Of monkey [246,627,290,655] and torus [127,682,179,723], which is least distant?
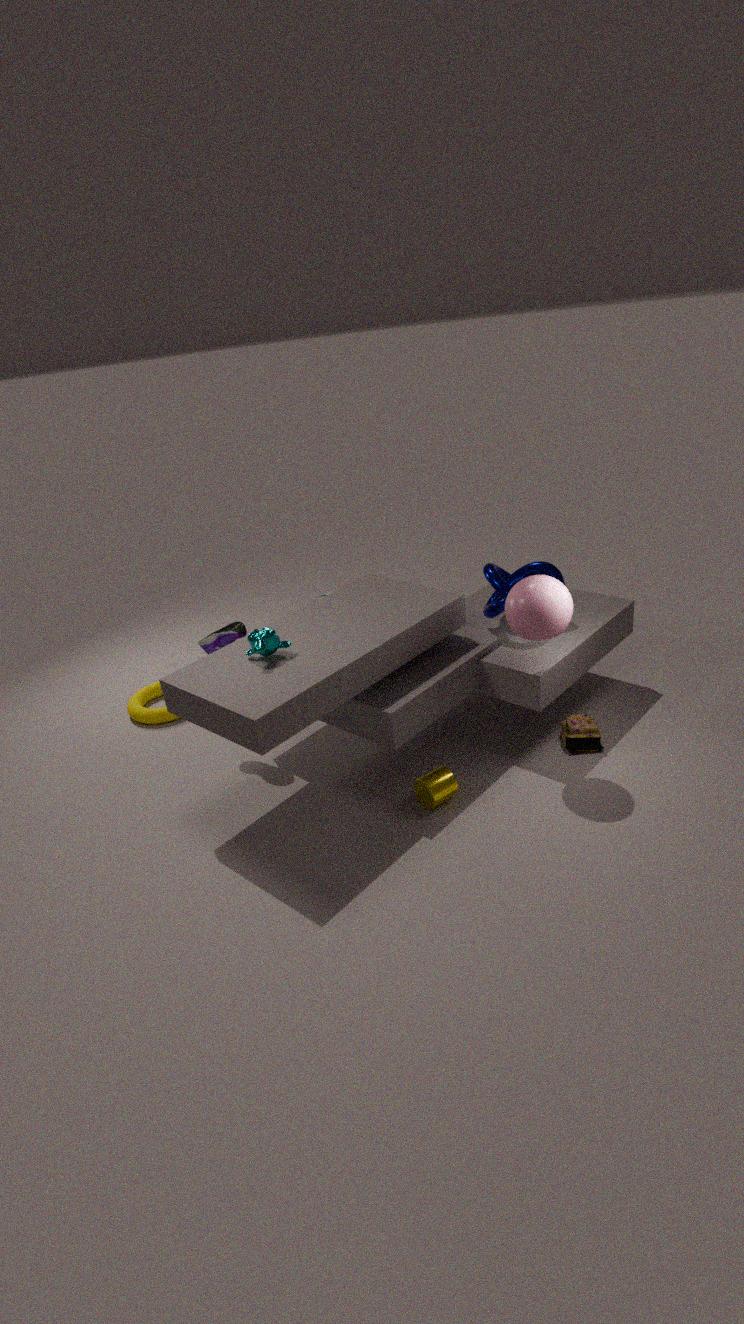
monkey [246,627,290,655]
